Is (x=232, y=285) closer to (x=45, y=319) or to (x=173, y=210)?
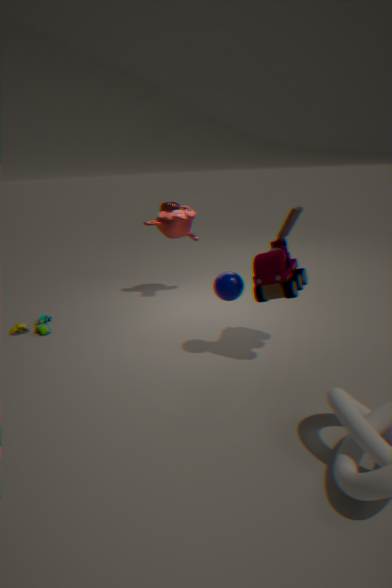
(x=173, y=210)
